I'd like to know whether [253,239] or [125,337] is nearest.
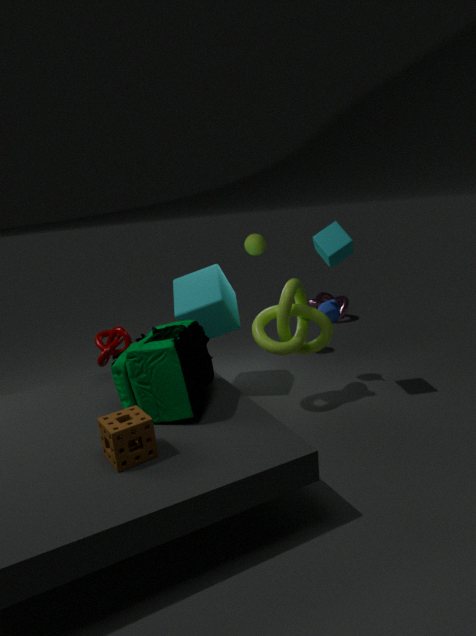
[125,337]
